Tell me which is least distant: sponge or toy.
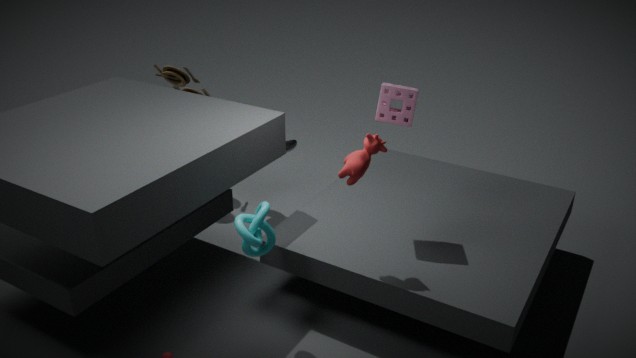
sponge
